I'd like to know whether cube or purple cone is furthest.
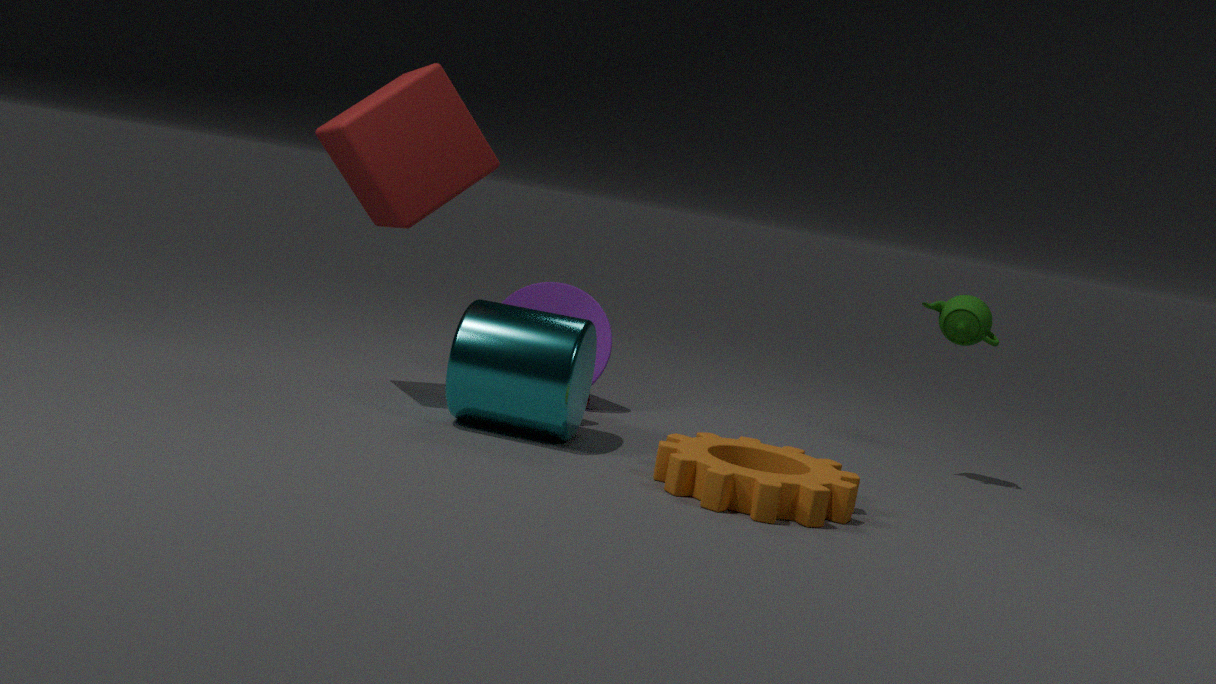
purple cone
